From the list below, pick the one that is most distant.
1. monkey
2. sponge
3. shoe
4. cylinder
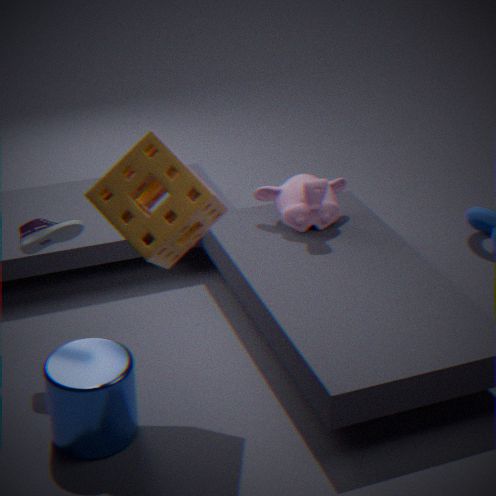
monkey
